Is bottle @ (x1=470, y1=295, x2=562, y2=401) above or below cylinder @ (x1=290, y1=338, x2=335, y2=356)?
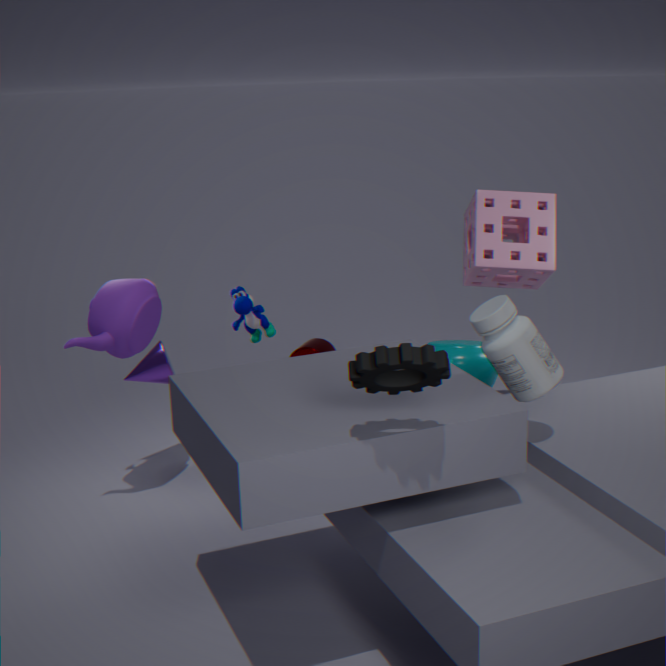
above
